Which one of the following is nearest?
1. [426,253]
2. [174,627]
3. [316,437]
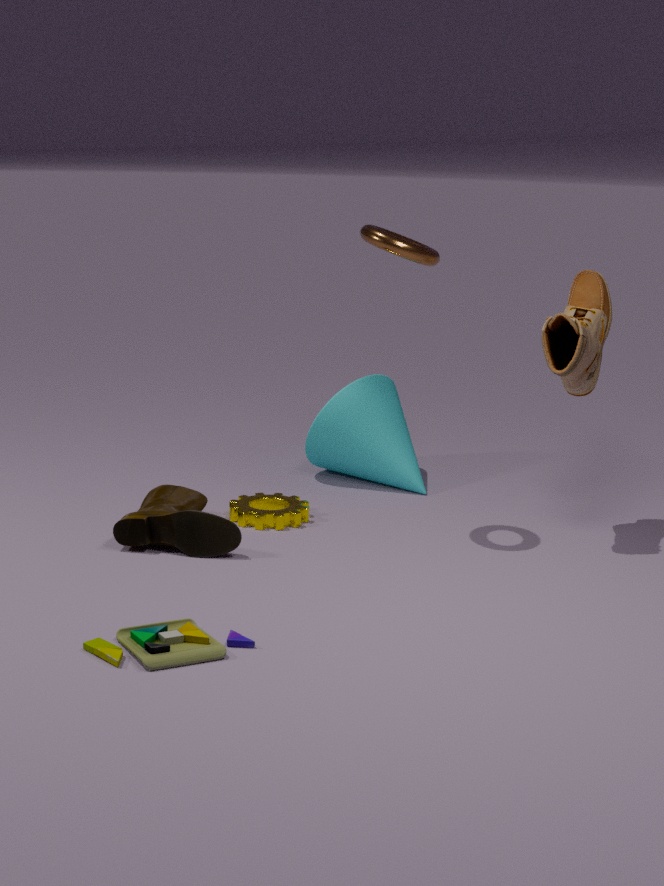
[174,627]
